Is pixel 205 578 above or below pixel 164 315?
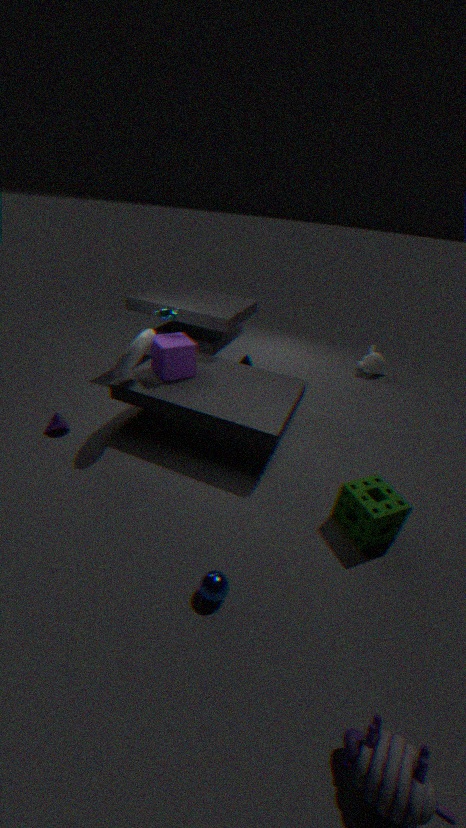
below
